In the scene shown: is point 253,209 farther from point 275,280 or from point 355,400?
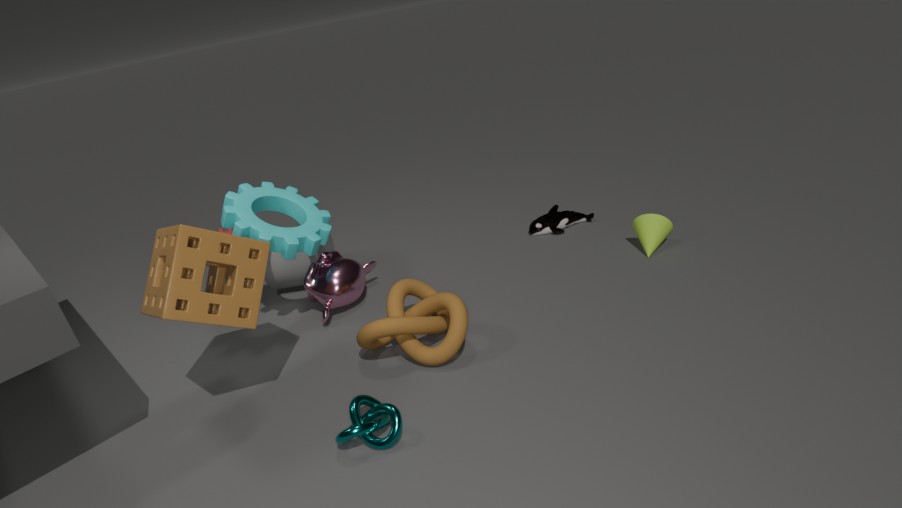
point 355,400
